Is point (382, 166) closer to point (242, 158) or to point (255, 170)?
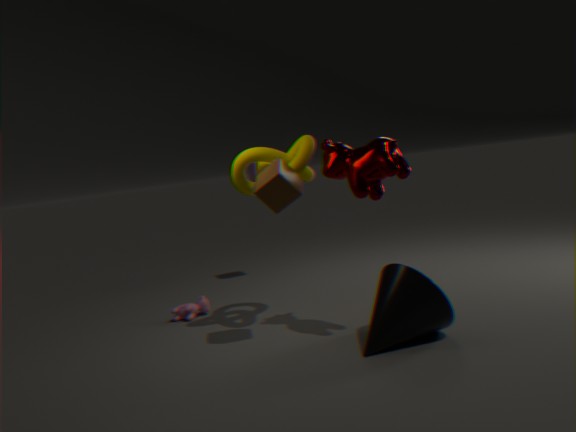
point (242, 158)
